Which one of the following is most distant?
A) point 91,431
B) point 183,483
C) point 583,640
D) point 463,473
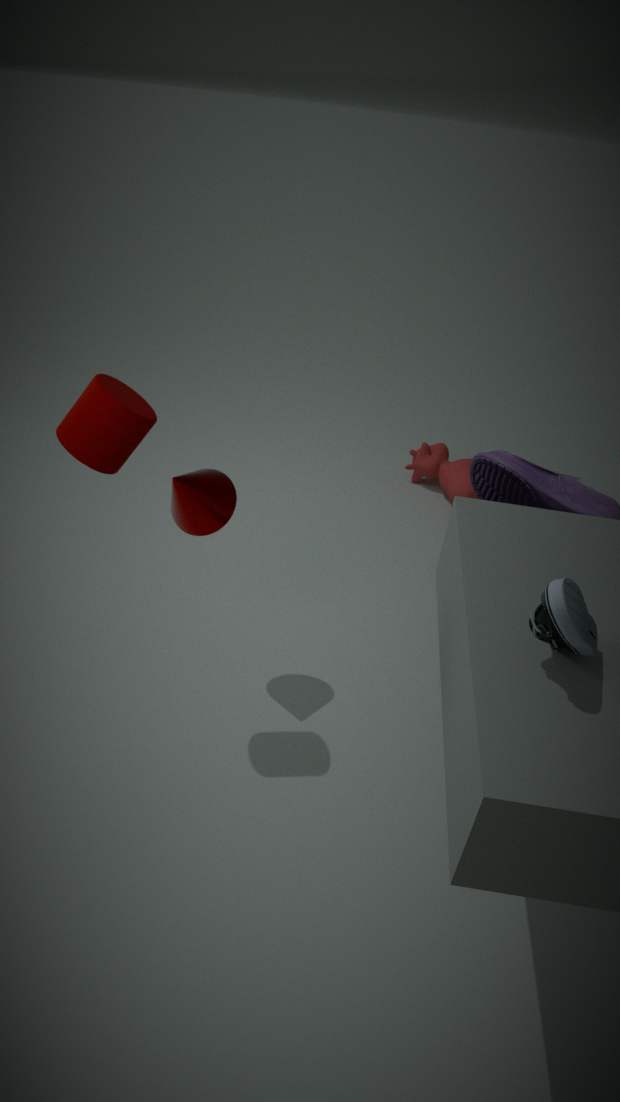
point 463,473
